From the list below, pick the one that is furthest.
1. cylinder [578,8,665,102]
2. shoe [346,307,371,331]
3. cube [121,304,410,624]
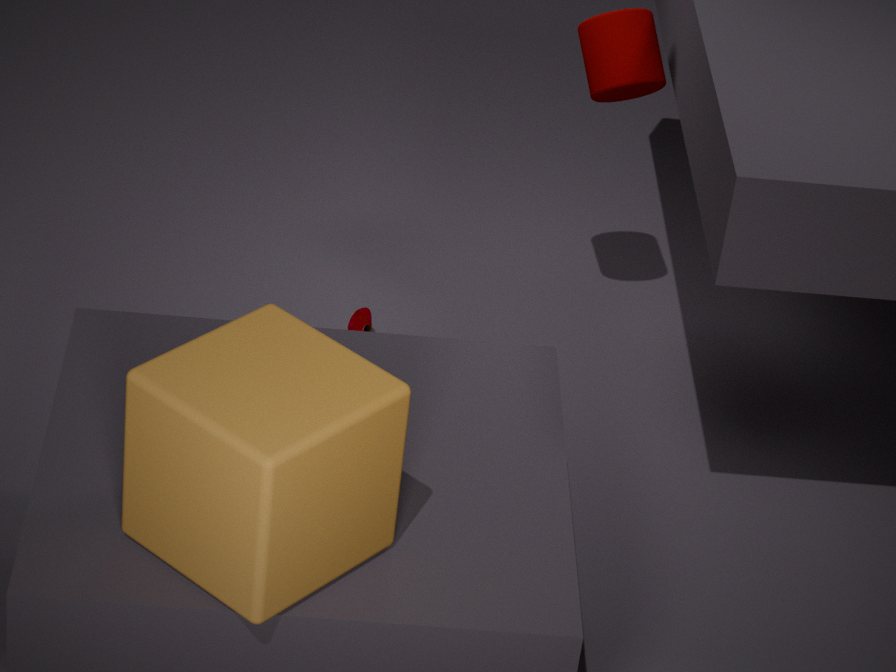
shoe [346,307,371,331]
